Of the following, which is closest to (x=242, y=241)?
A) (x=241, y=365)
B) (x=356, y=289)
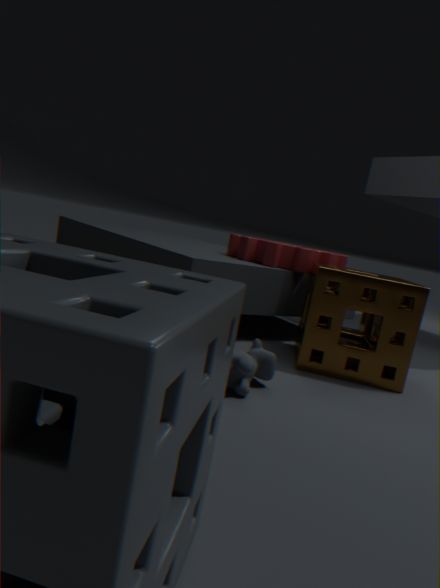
(x=356, y=289)
